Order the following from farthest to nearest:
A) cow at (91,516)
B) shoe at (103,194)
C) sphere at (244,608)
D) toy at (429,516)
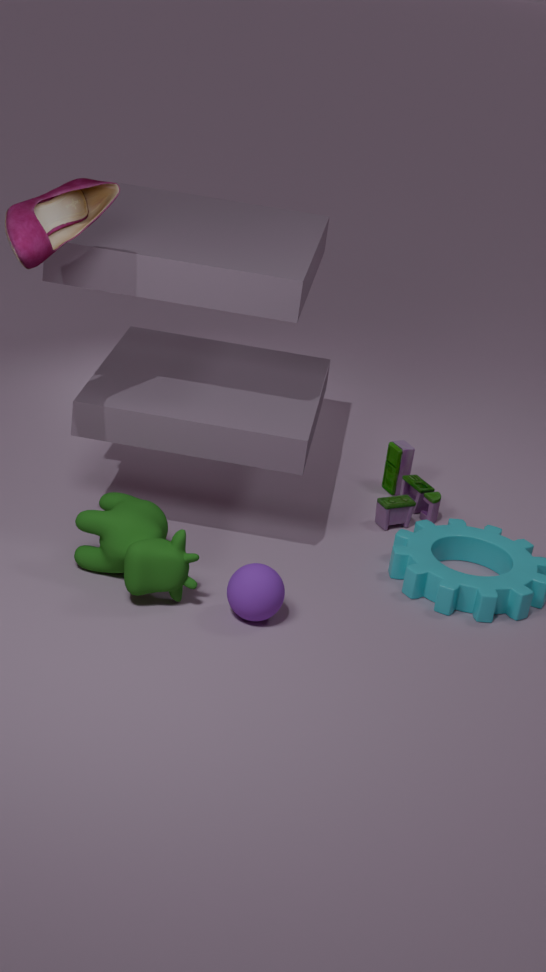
D. toy at (429,516), A. cow at (91,516), C. sphere at (244,608), B. shoe at (103,194)
